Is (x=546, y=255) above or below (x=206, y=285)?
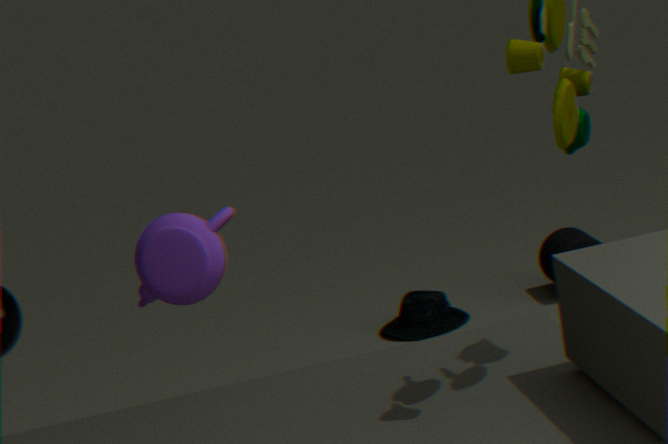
below
